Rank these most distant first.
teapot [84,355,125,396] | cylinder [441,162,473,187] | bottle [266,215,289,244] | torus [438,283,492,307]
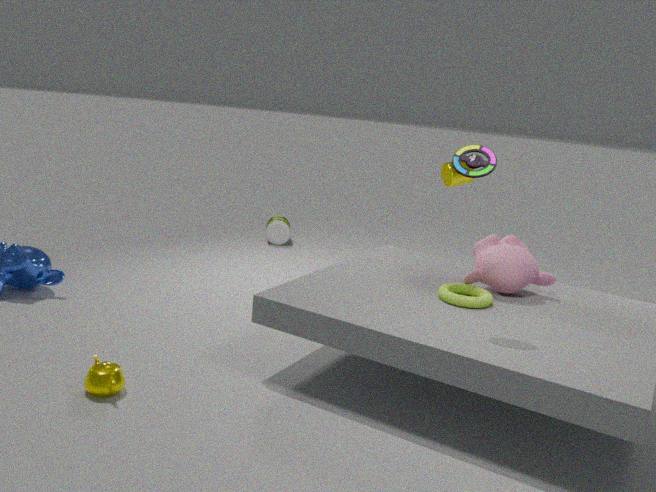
bottle [266,215,289,244] → cylinder [441,162,473,187] → torus [438,283,492,307] → teapot [84,355,125,396]
